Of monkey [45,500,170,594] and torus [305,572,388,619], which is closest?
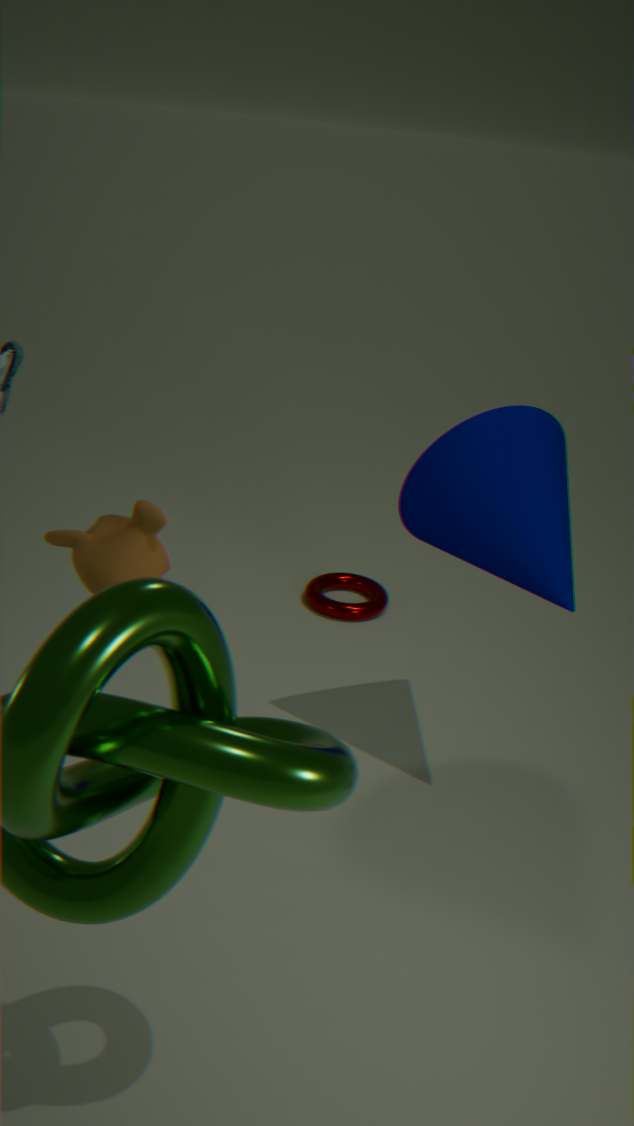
monkey [45,500,170,594]
